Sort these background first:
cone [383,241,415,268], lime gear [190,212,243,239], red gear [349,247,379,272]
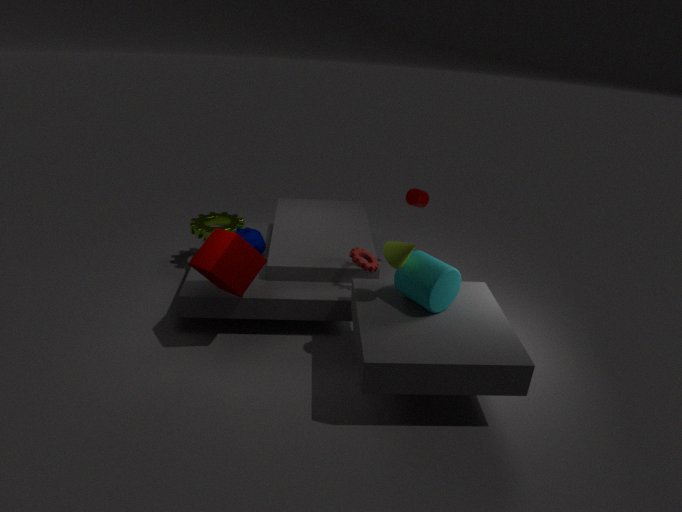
lime gear [190,212,243,239] → red gear [349,247,379,272] → cone [383,241,415,268]
